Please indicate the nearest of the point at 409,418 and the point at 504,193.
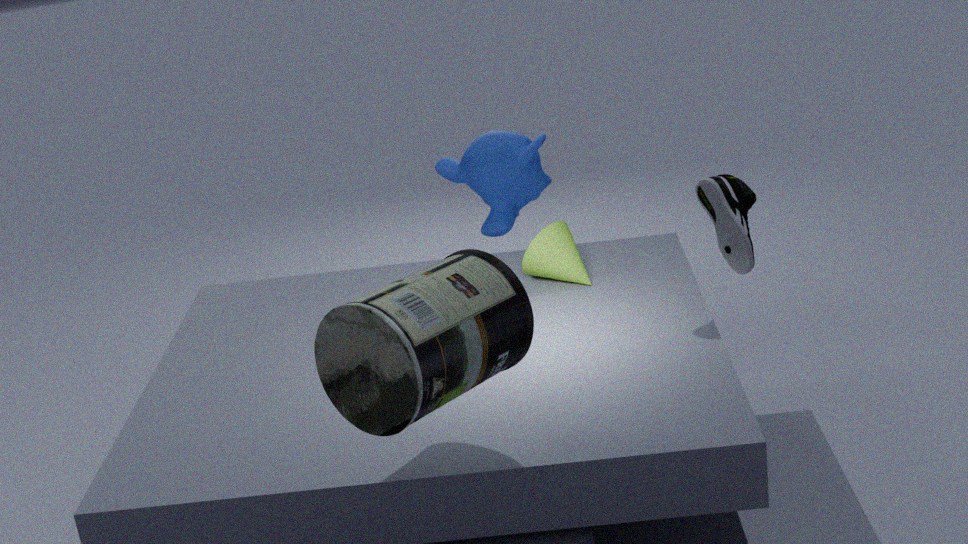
the point at 409,418
